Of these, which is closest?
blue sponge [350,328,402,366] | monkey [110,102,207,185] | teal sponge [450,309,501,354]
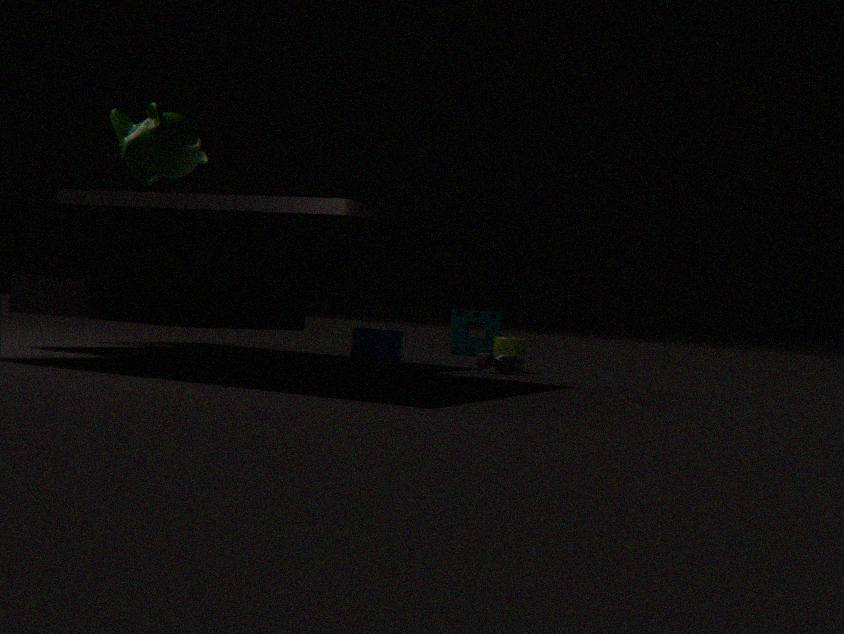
monkey [110,102,207,185]
